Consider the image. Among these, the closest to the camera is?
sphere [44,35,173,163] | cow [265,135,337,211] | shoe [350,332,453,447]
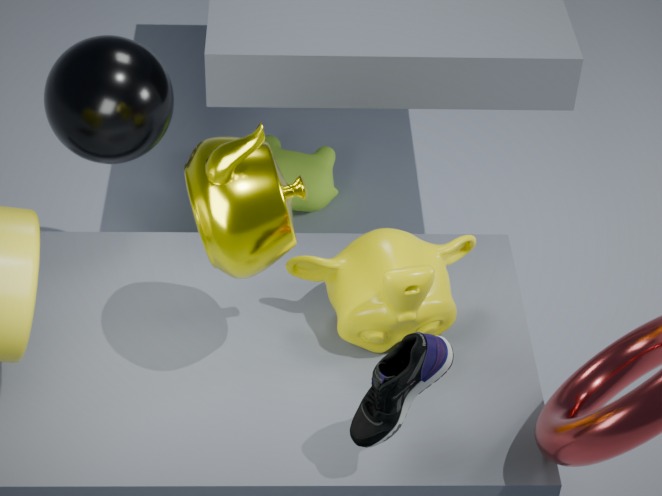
shoe [350,332,453,447]
